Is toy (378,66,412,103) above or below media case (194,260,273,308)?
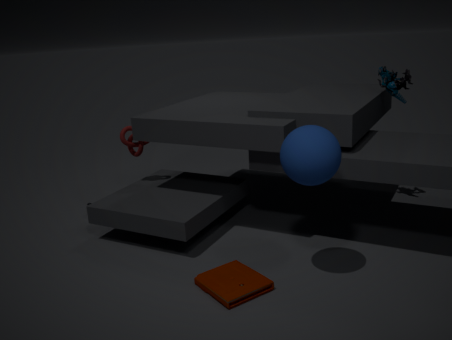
above
